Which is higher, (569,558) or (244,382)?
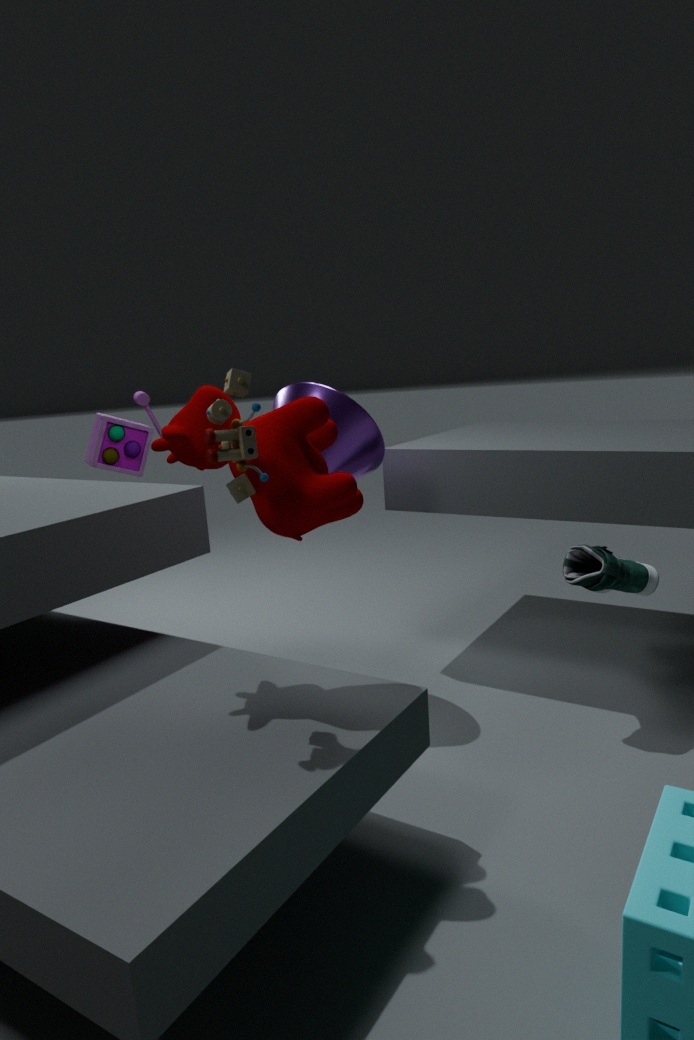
(244,382)
